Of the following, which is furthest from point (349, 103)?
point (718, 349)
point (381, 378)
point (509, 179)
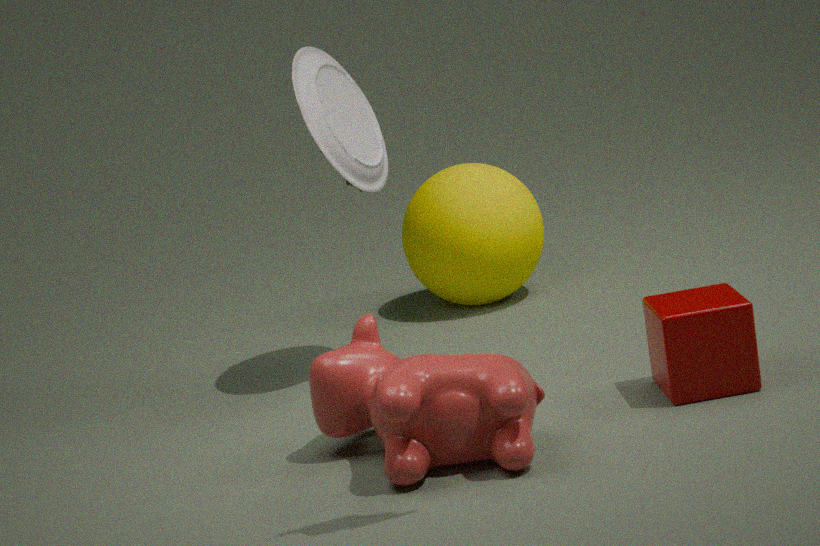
point (718, 349)
